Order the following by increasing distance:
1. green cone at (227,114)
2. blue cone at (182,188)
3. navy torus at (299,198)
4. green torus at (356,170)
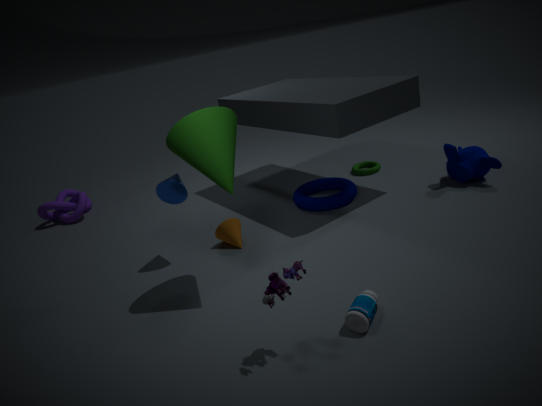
1. green cone at (227,114)
2. blue cone at (182,188)
3. navy torus at (299,198)
4. green torus at (356,170)
